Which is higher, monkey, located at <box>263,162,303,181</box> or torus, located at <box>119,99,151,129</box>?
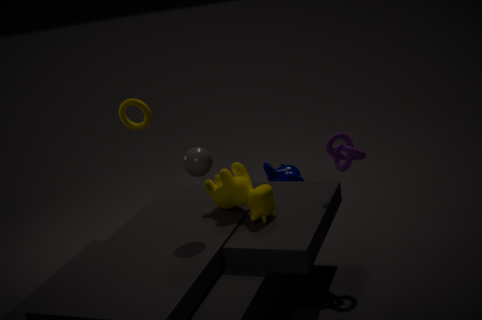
torus, located at <box>119,99,151,129</box>
